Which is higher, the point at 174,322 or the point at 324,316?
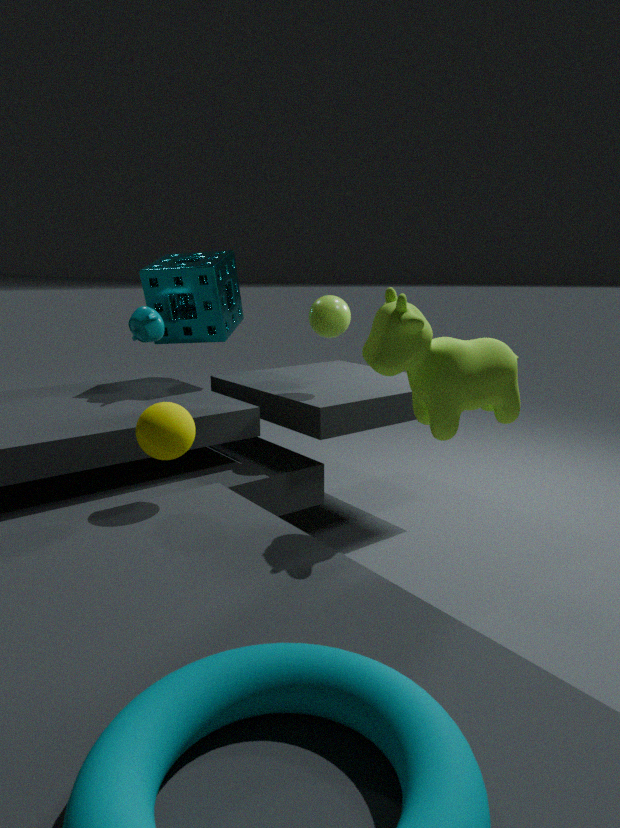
the point at 174,322
